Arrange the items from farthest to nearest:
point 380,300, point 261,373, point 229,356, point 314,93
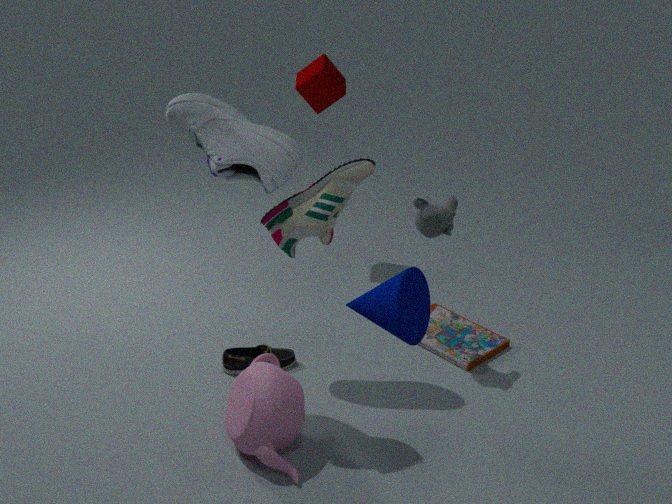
point 314,93 < point 229,356 < point 261,373 < point 380,300
